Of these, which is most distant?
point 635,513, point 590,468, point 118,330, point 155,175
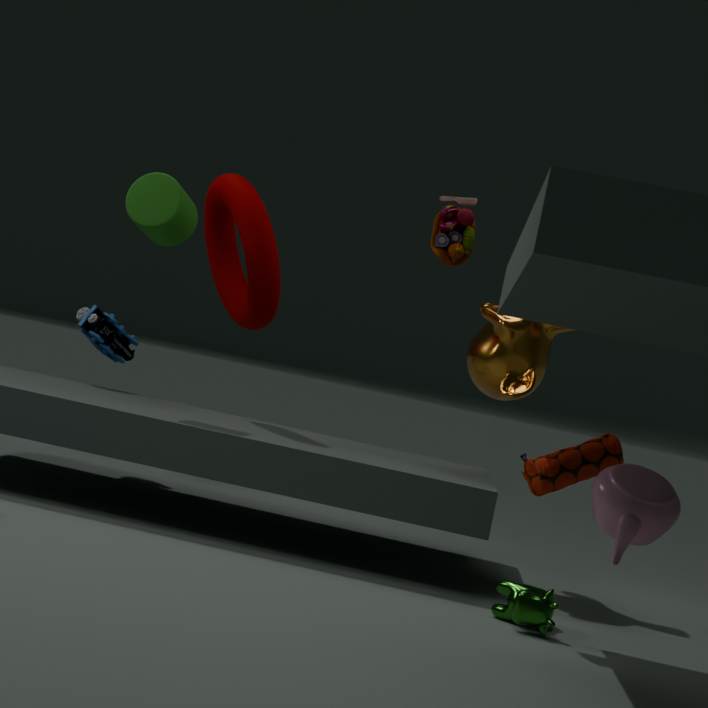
point 118,330
